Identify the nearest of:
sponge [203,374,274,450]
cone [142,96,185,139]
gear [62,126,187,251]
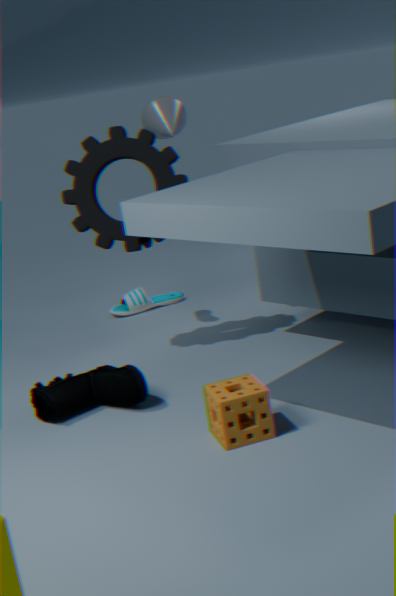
→ sponge [203,374,274,450]
